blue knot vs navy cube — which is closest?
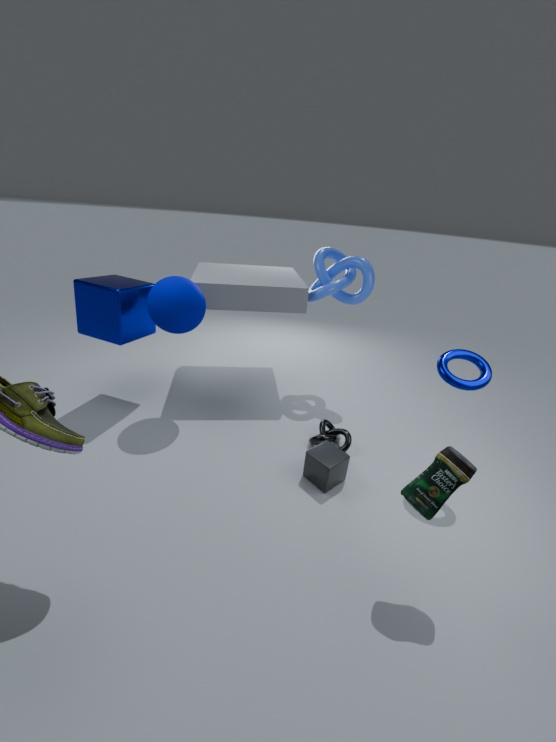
navy cube
